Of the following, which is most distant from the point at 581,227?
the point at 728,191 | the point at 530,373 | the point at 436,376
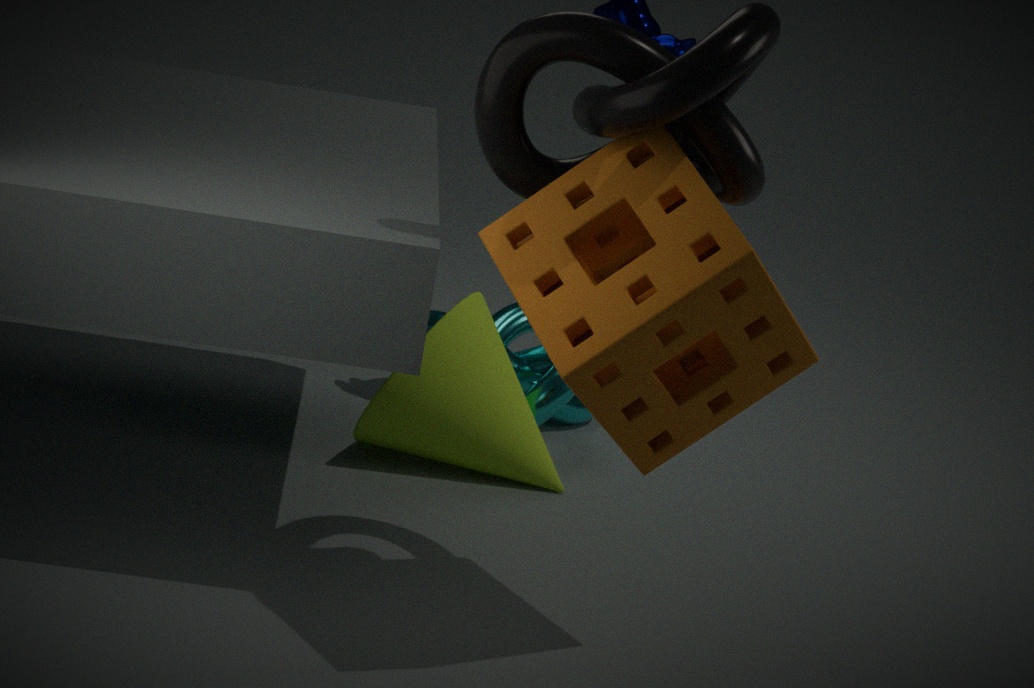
the point at 530,373
